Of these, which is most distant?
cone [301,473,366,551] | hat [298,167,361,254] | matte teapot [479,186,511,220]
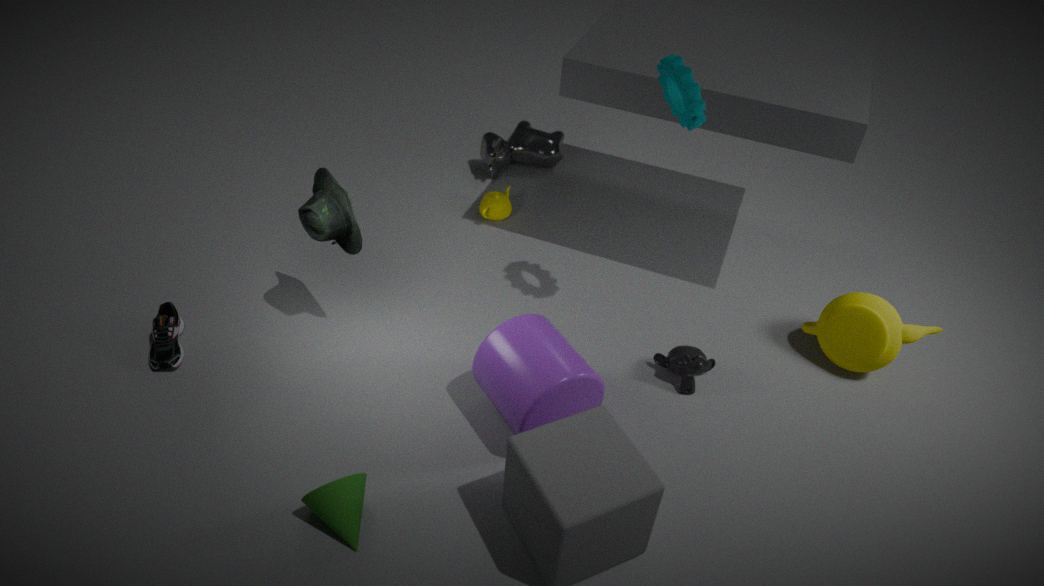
matte teapot [479,186,511,220]
